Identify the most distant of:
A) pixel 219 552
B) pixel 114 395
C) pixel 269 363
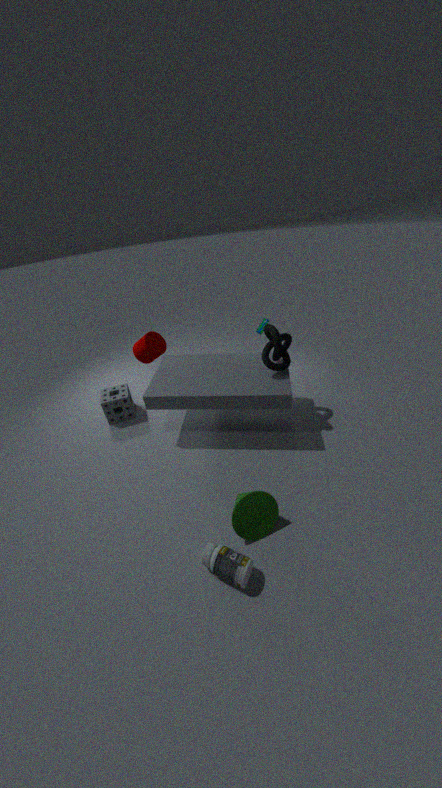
pixel 114 395
